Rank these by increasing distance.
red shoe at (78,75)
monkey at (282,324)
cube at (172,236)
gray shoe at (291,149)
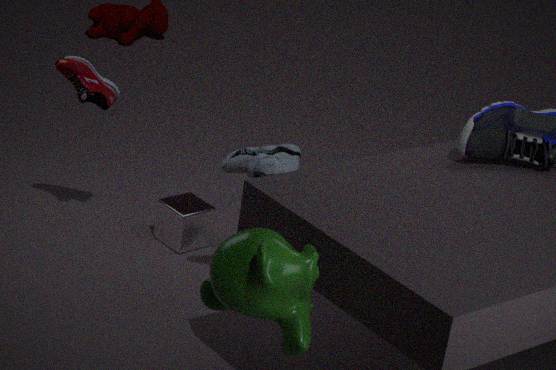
monkey at (282,324), gray shoe at (291,149), red shoe at (78,75), cube at (172,236)
